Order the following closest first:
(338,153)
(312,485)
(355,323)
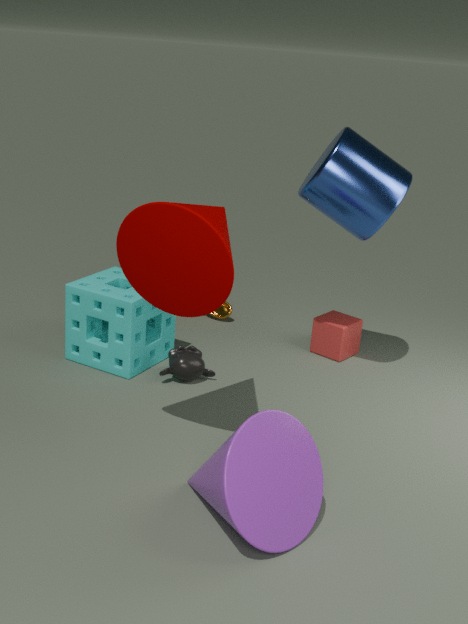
(312,485) → (338,153) → (355,323)
